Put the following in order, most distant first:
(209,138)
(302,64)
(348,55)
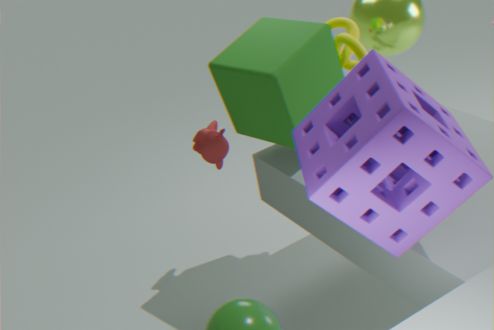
(209,138) → (348,55) → (302,64)
